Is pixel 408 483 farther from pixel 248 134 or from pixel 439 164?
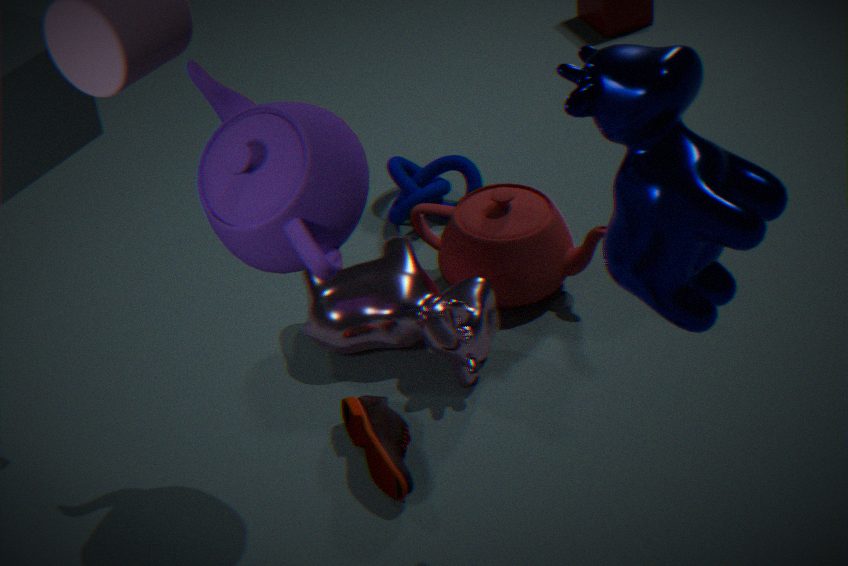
pixel 439 164
